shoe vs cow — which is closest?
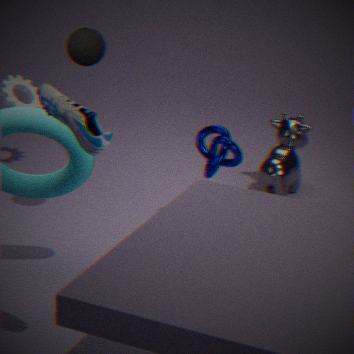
shoe
